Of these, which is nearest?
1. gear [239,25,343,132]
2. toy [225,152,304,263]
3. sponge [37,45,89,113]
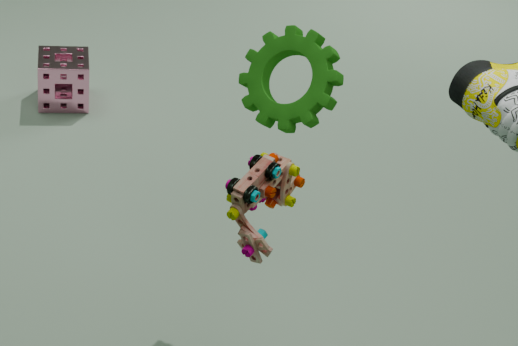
toy [225,152,304,263]
